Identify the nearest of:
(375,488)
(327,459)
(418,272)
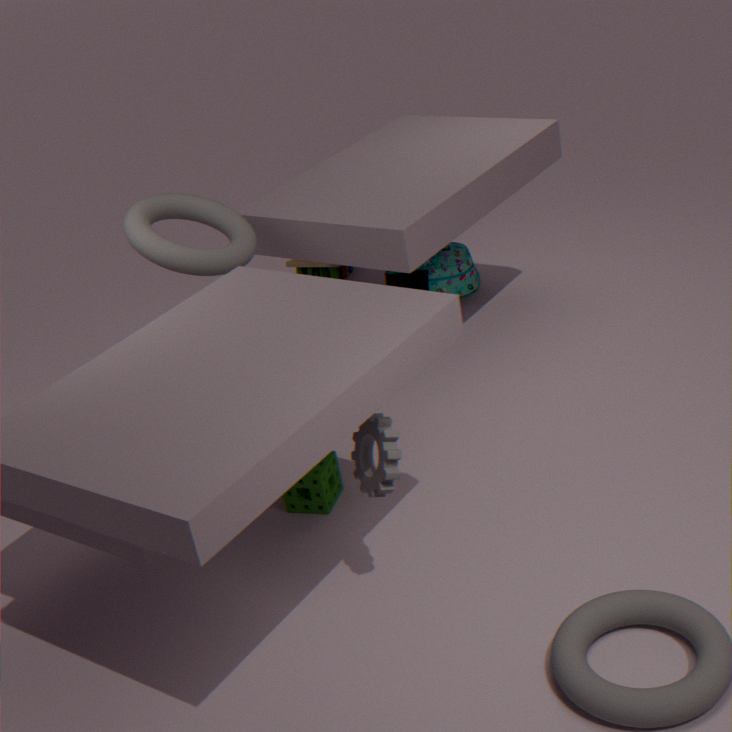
(375,488)
